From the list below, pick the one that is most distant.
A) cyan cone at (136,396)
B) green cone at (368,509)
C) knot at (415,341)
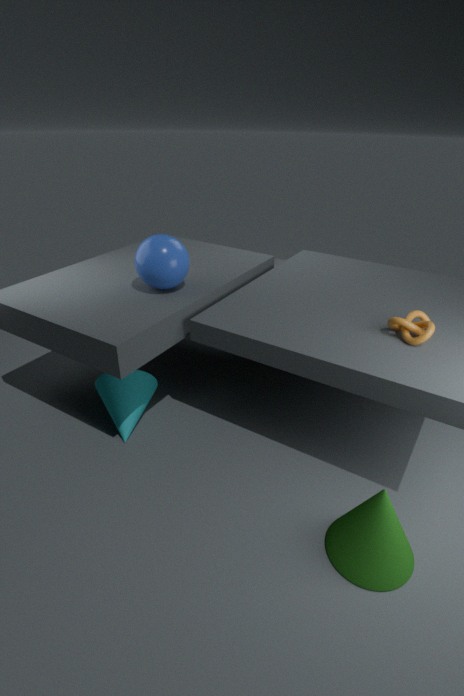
cyan cone at (136,396)
